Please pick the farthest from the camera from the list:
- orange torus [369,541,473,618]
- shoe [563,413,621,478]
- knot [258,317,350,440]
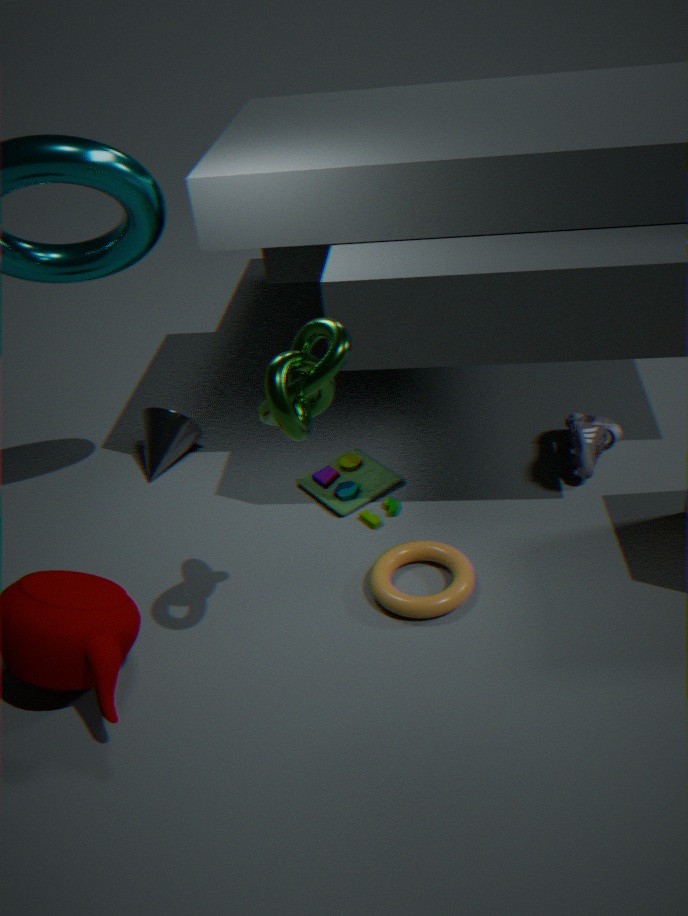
shoe [563,413,621,478]
